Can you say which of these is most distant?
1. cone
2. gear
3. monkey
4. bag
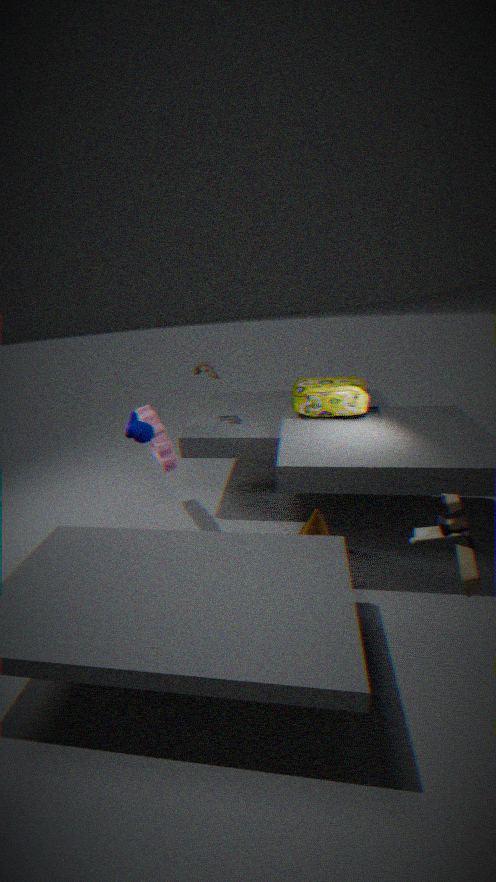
gear
